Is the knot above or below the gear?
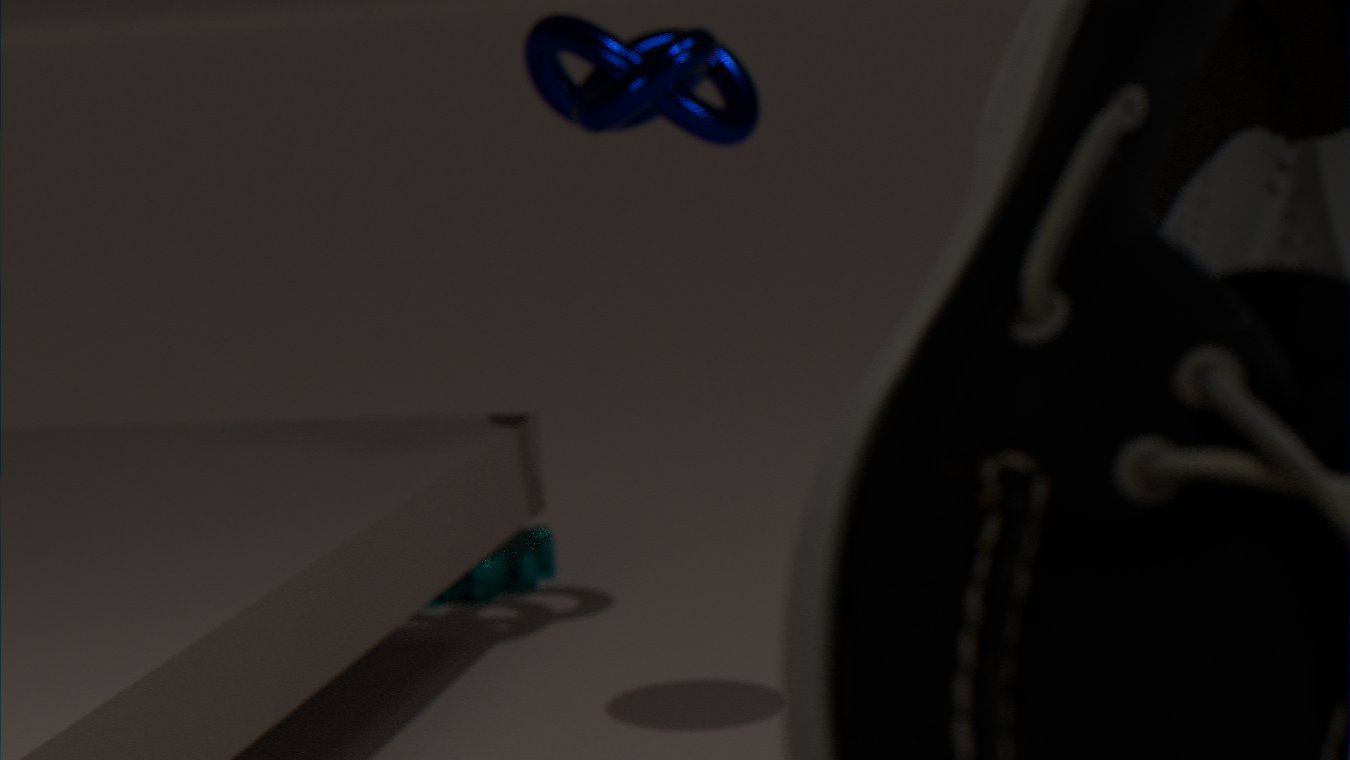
above
